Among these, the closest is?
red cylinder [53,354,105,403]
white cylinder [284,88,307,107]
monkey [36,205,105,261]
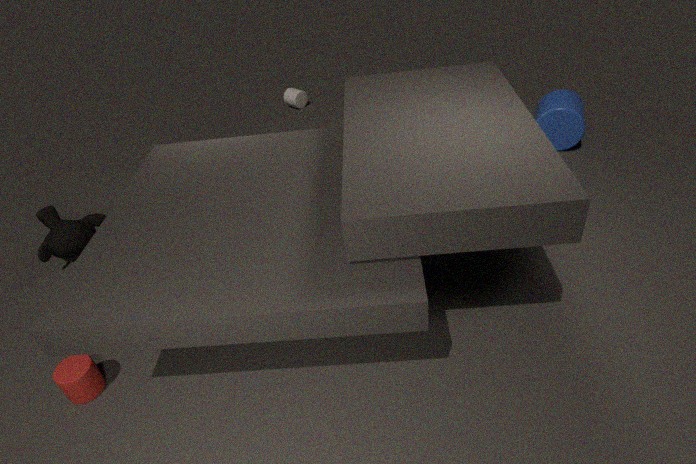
red cylinder [53,354,105,403]
